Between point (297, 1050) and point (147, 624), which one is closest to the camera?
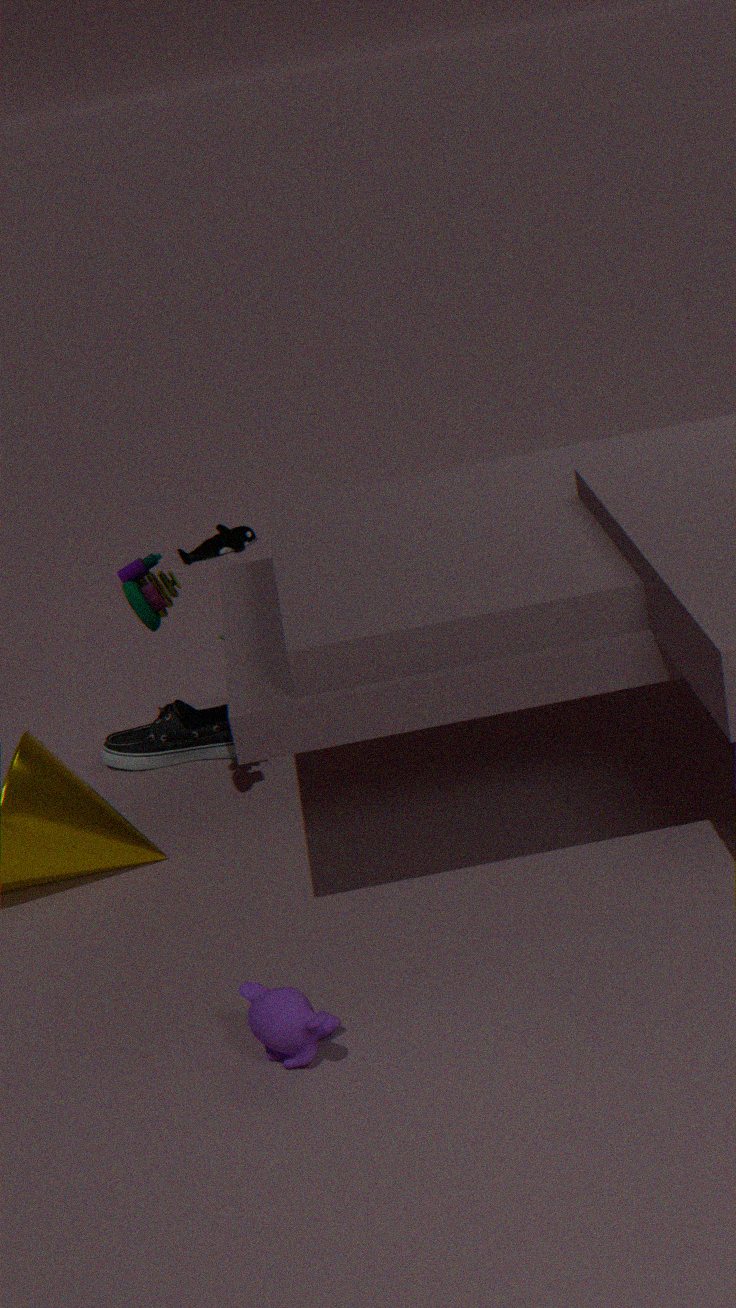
point (297, 1050)
